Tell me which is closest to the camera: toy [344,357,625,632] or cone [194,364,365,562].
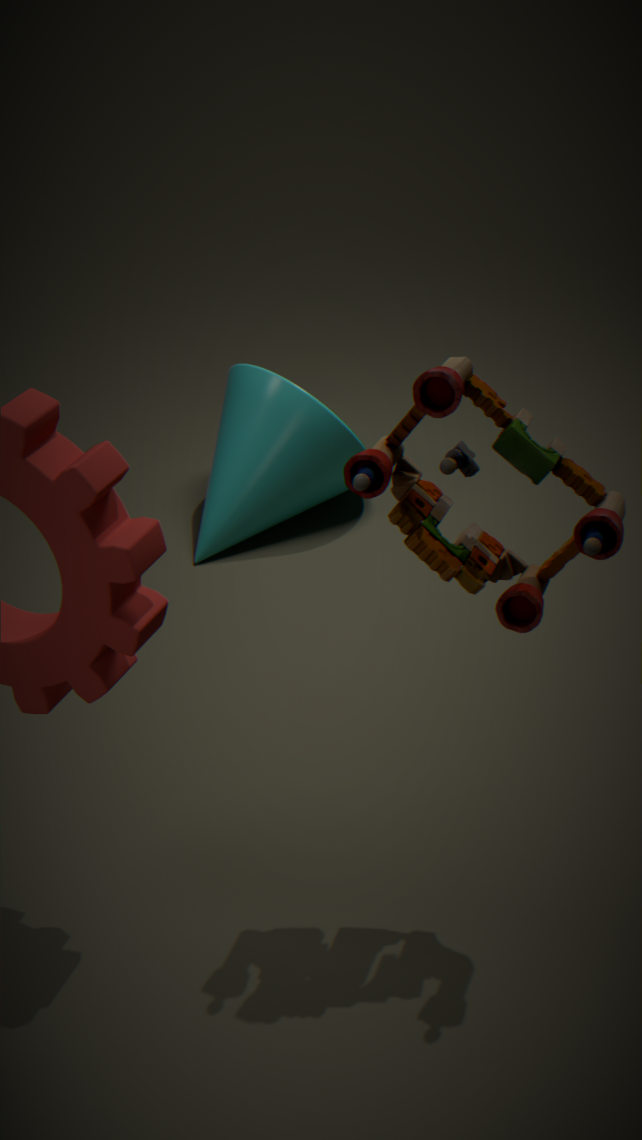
toy [344,357,625,632]
